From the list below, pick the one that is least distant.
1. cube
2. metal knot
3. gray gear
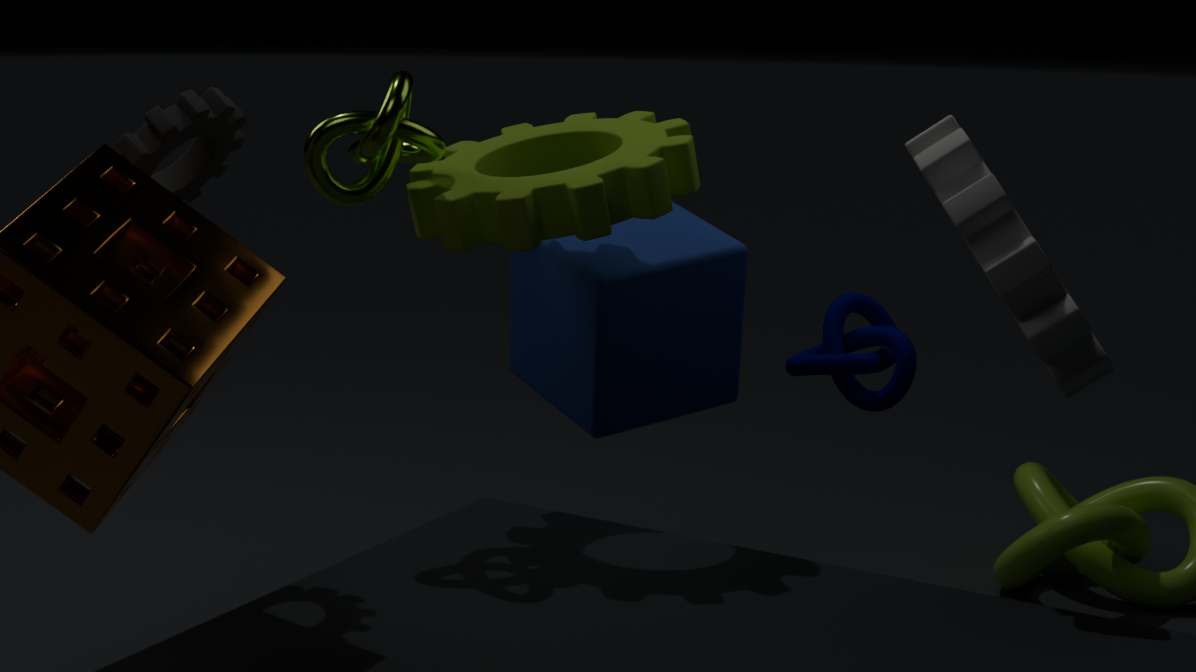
gray gear
